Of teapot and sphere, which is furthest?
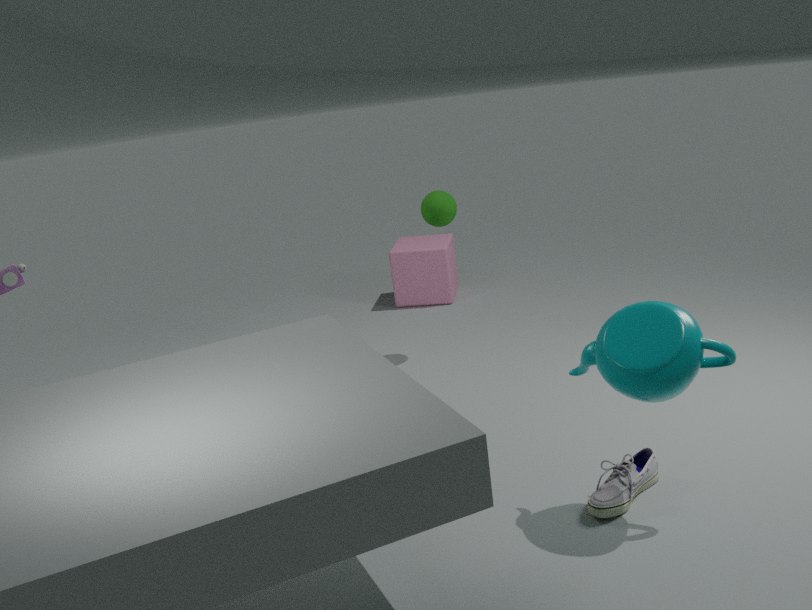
sphere
